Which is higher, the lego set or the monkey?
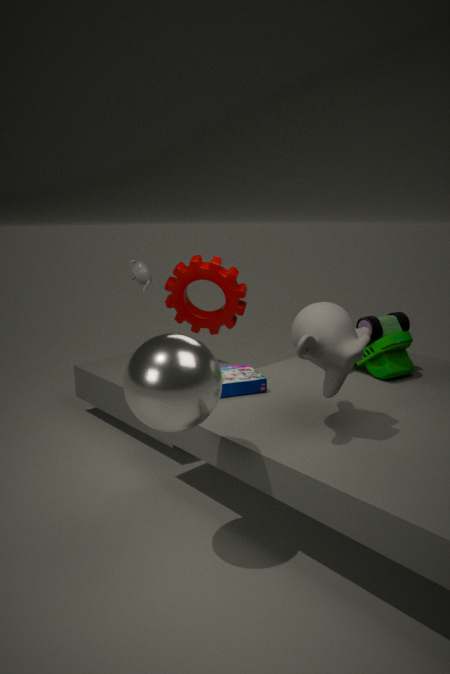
the monkey
